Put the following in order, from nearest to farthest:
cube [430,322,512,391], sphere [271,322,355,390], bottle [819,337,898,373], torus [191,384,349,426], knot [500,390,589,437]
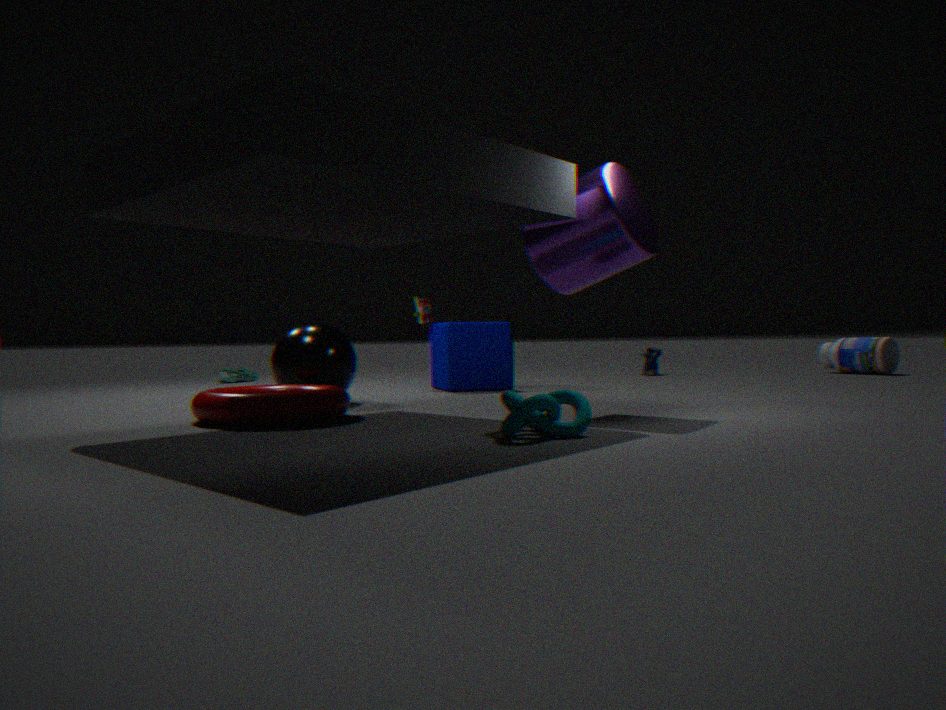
knot [500,390,589,437] → torus [191,384,349,426] → sphere [271,322,355,390] → cube [430,322,512,391] → bottle [819,337,898,373]
